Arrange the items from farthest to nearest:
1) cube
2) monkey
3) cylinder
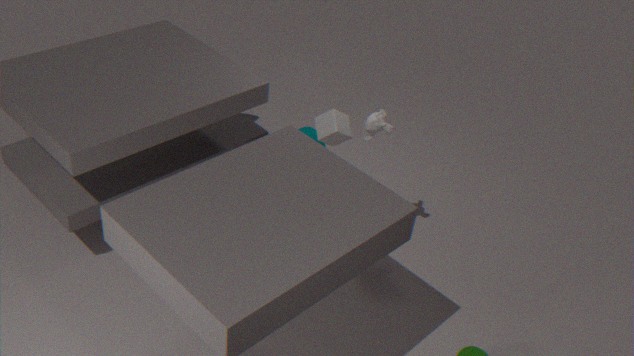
3. cylinder
1. cube
2. monkey
